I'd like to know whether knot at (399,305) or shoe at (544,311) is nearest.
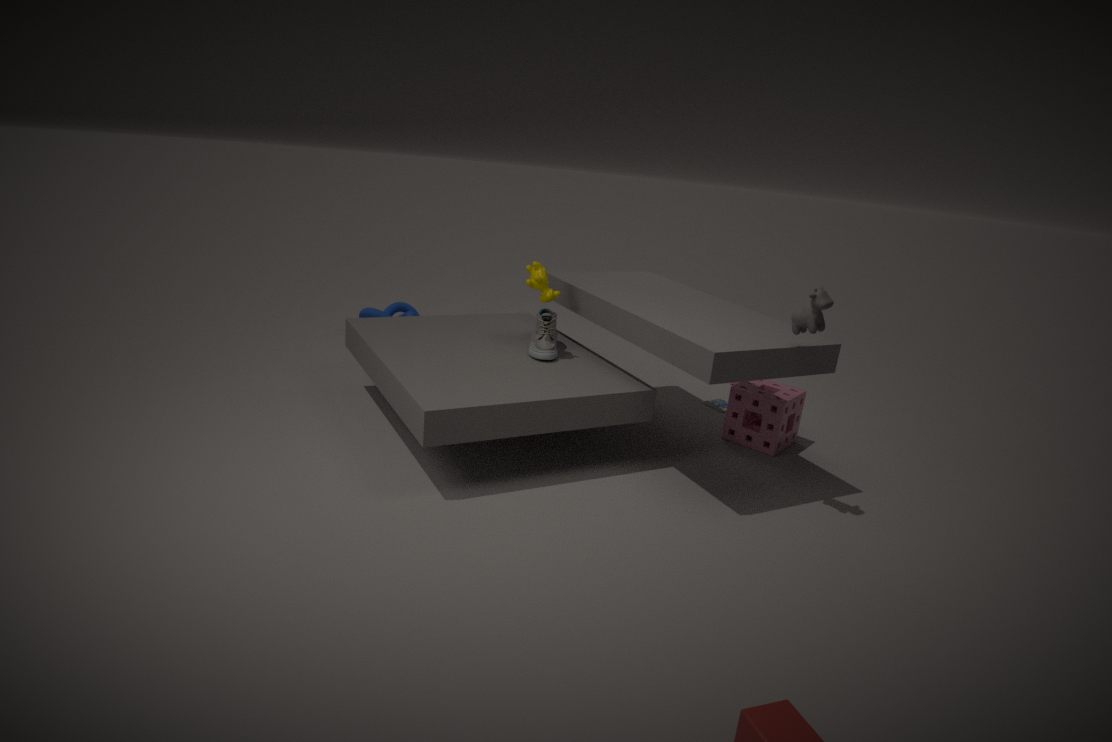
shoe at (544,311)
